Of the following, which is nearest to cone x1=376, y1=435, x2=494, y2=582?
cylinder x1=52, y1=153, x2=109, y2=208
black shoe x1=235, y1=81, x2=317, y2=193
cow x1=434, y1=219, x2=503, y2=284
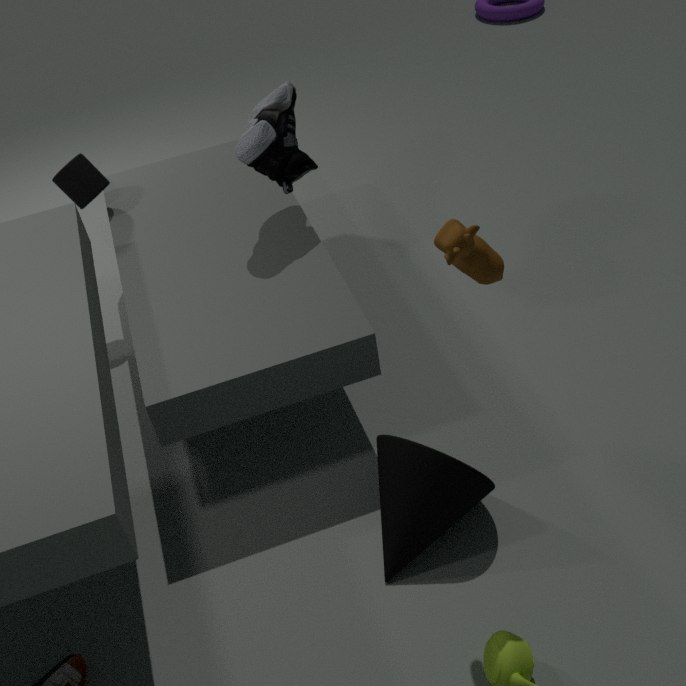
cow x1=434, y1=219, x2=503, y2=284
